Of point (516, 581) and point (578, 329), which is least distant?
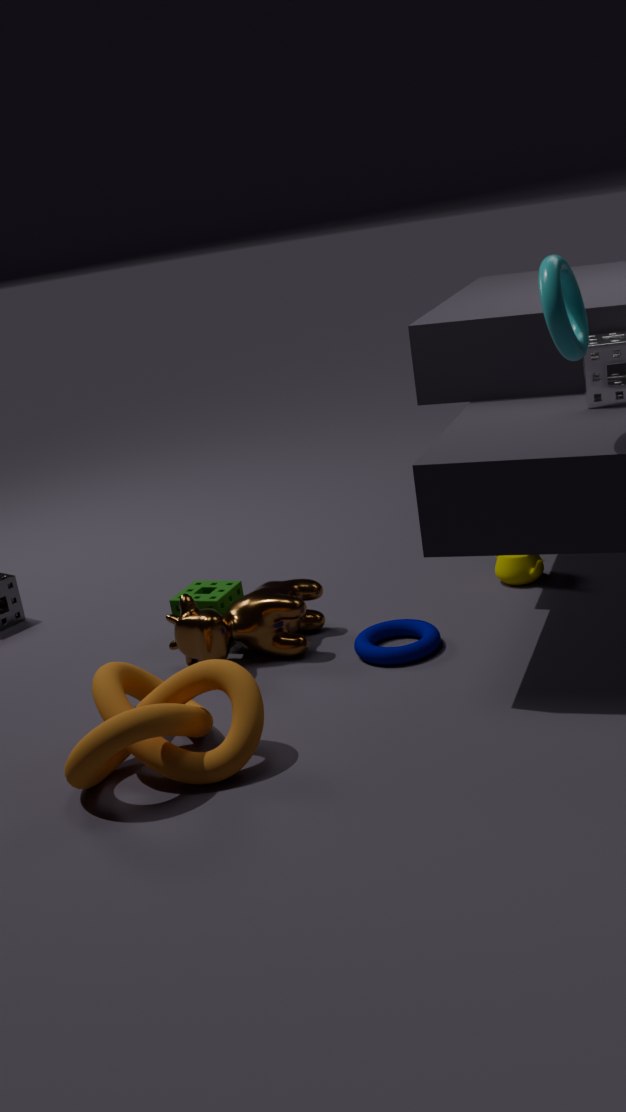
point (578, 329)
